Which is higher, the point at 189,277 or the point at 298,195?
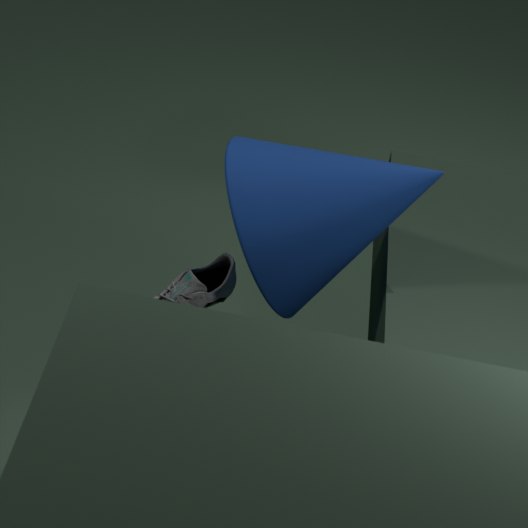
the point at 298,195
